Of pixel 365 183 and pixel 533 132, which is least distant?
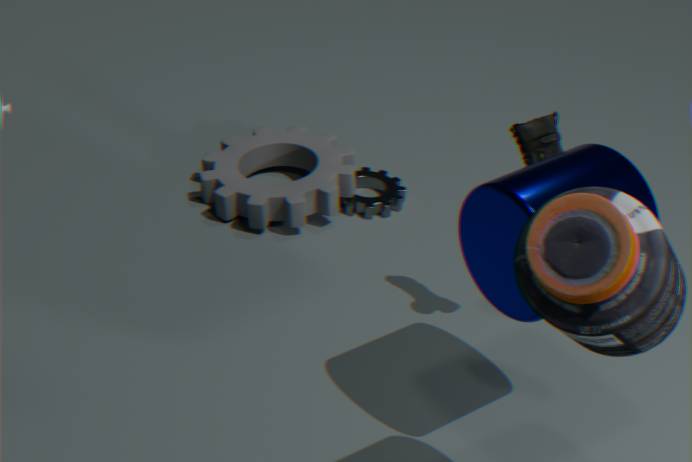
pixel 533 132
